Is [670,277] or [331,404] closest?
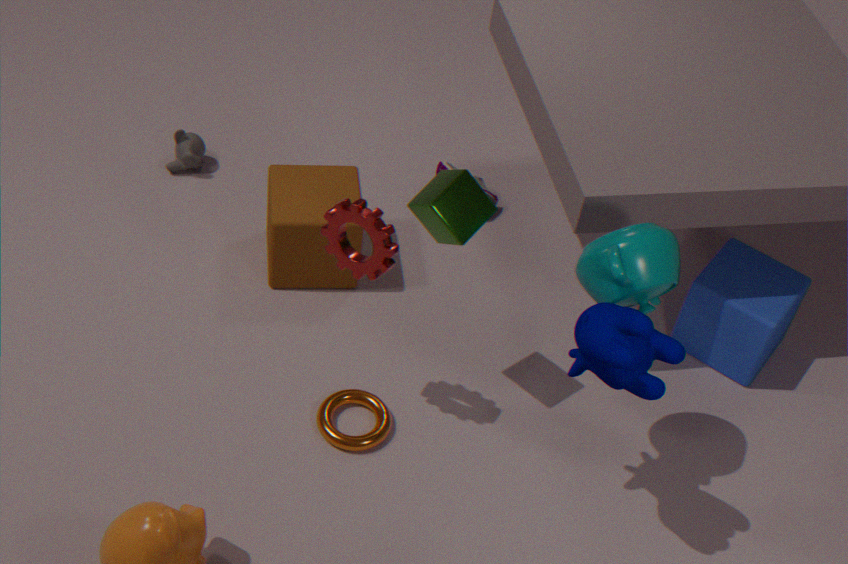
[670,277]
